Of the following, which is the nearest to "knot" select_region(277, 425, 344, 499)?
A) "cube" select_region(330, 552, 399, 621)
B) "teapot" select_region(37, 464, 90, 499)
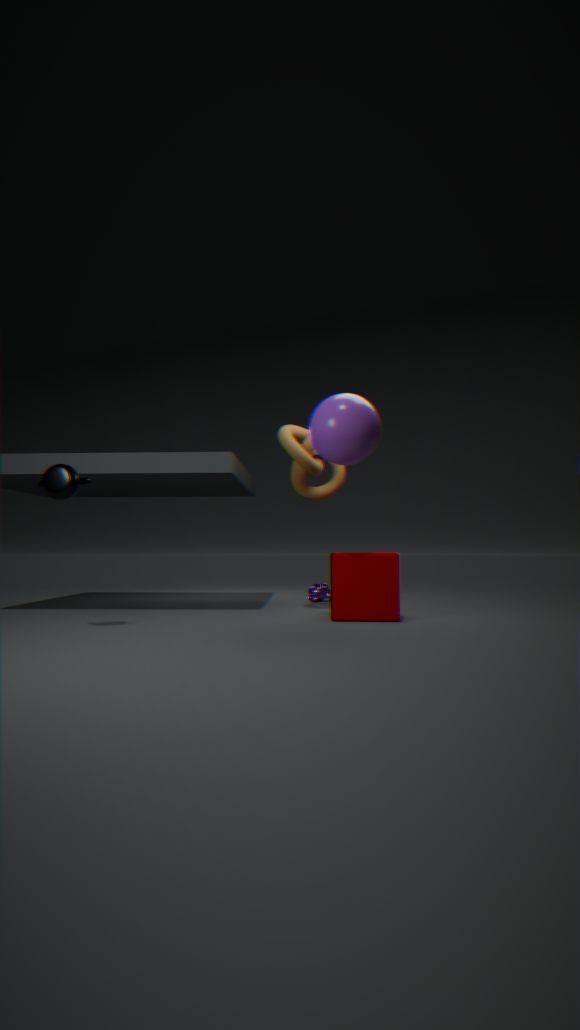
"cube" select_region(330, 552, 399, 621)
